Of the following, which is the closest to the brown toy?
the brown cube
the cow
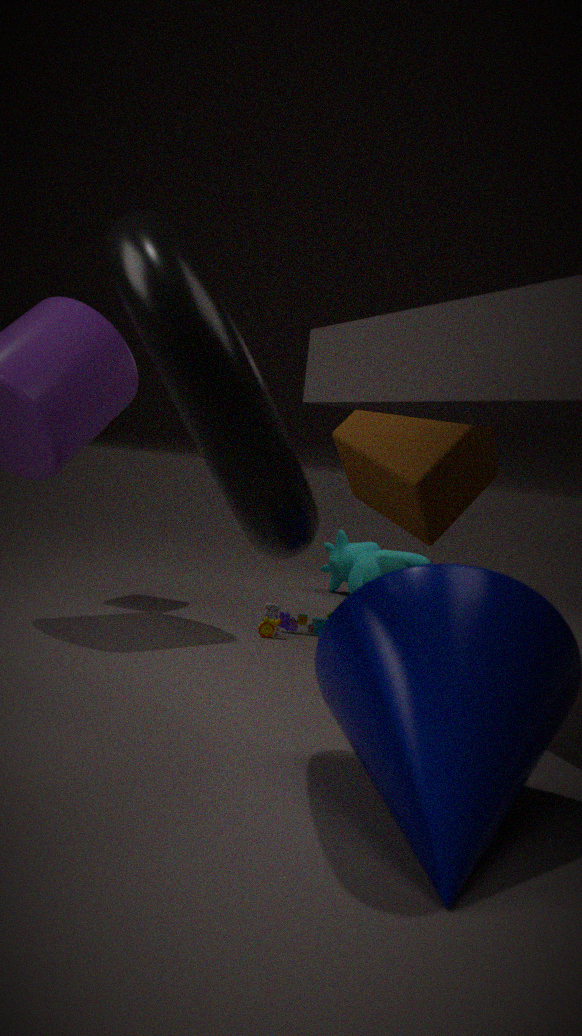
the cow
